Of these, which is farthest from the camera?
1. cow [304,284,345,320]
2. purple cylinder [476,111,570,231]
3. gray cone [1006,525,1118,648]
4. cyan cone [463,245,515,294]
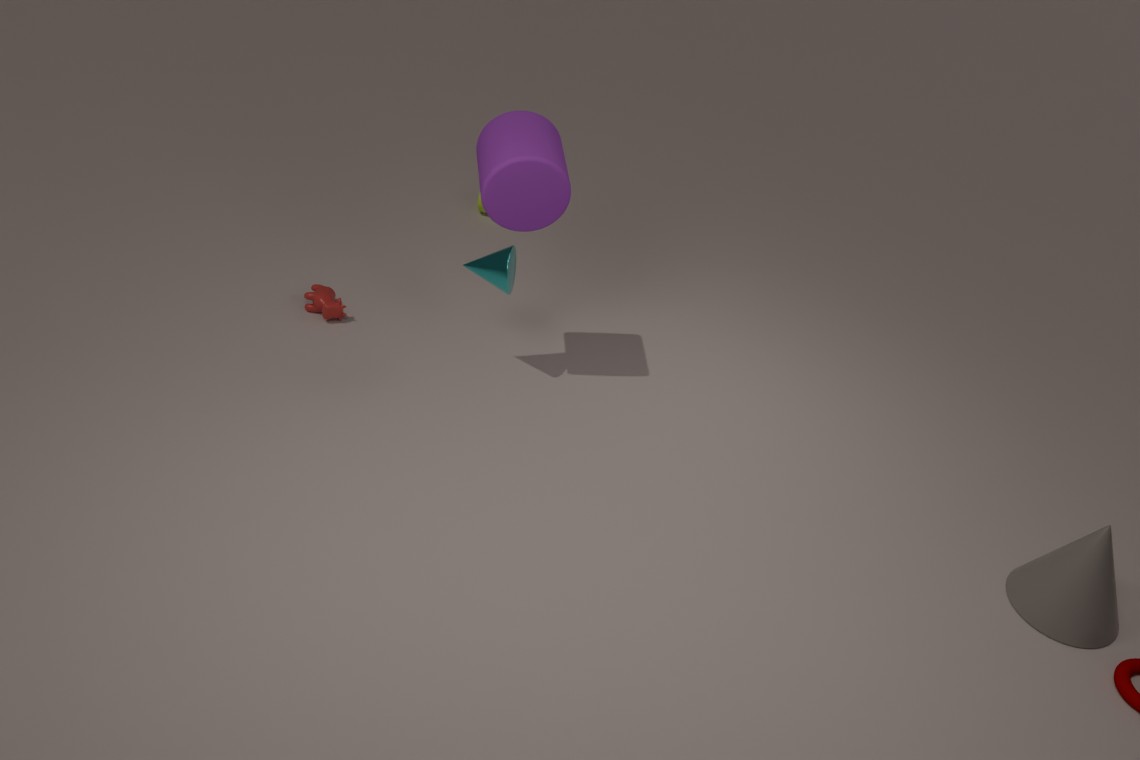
cow [304,284,345,320]
